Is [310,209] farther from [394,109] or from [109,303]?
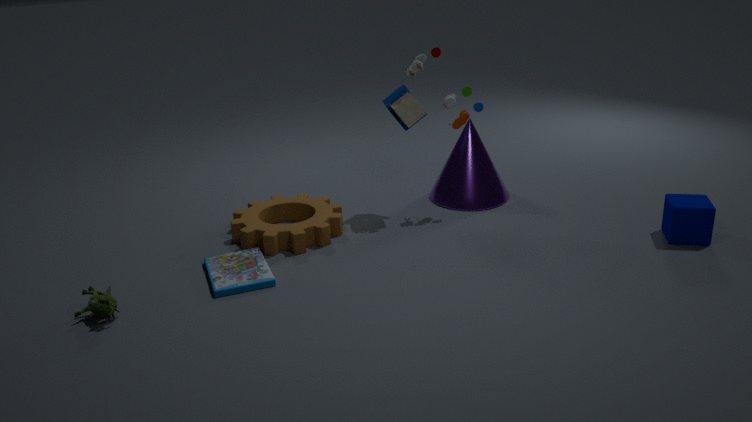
[109,303]
